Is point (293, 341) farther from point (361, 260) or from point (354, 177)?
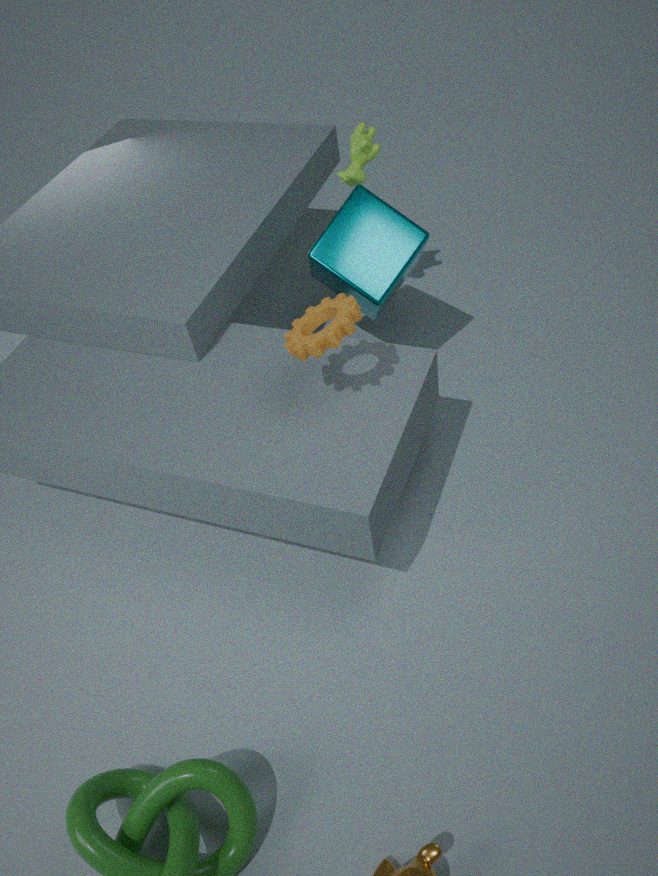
point (354, 177)
